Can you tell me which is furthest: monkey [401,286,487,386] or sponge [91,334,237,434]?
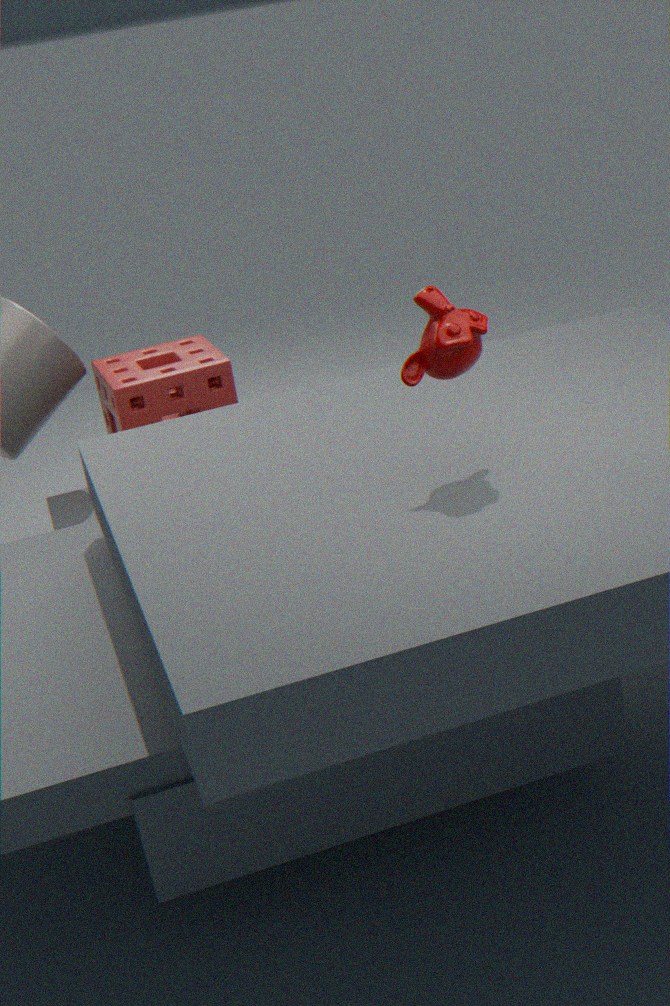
sponge [91,334,237,434]
